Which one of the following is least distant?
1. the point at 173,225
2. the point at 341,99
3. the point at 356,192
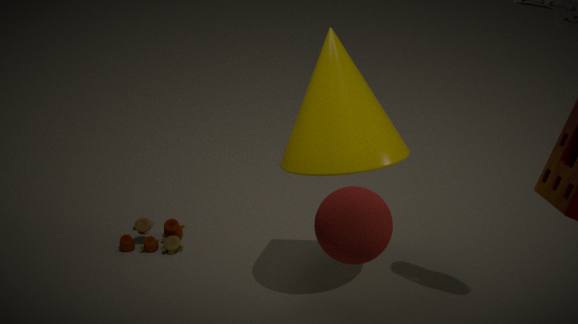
the point at 356,192
